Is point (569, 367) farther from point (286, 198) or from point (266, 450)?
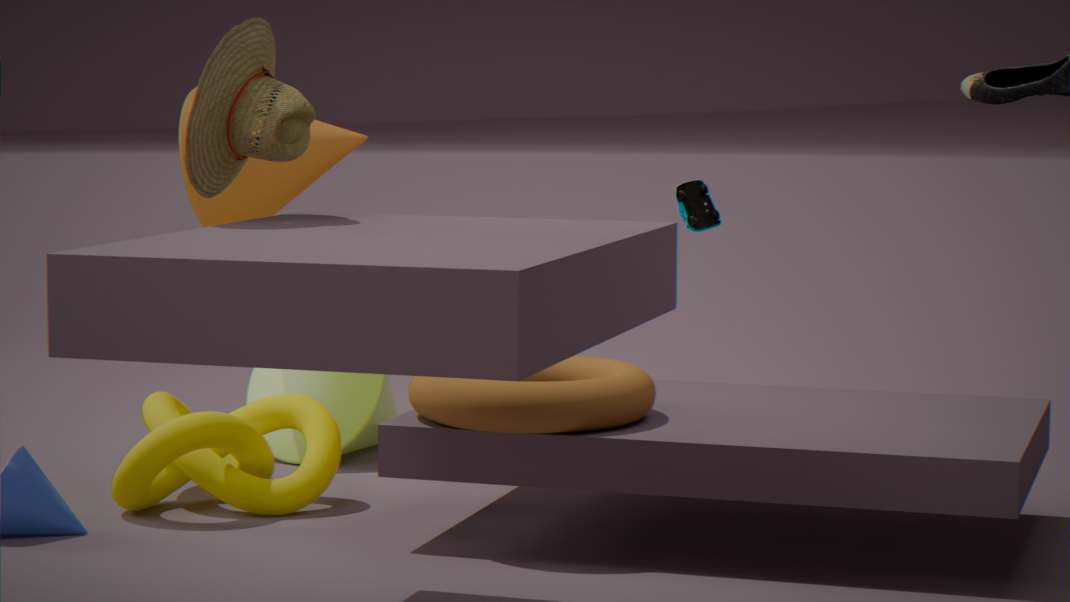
point (286, 198)
